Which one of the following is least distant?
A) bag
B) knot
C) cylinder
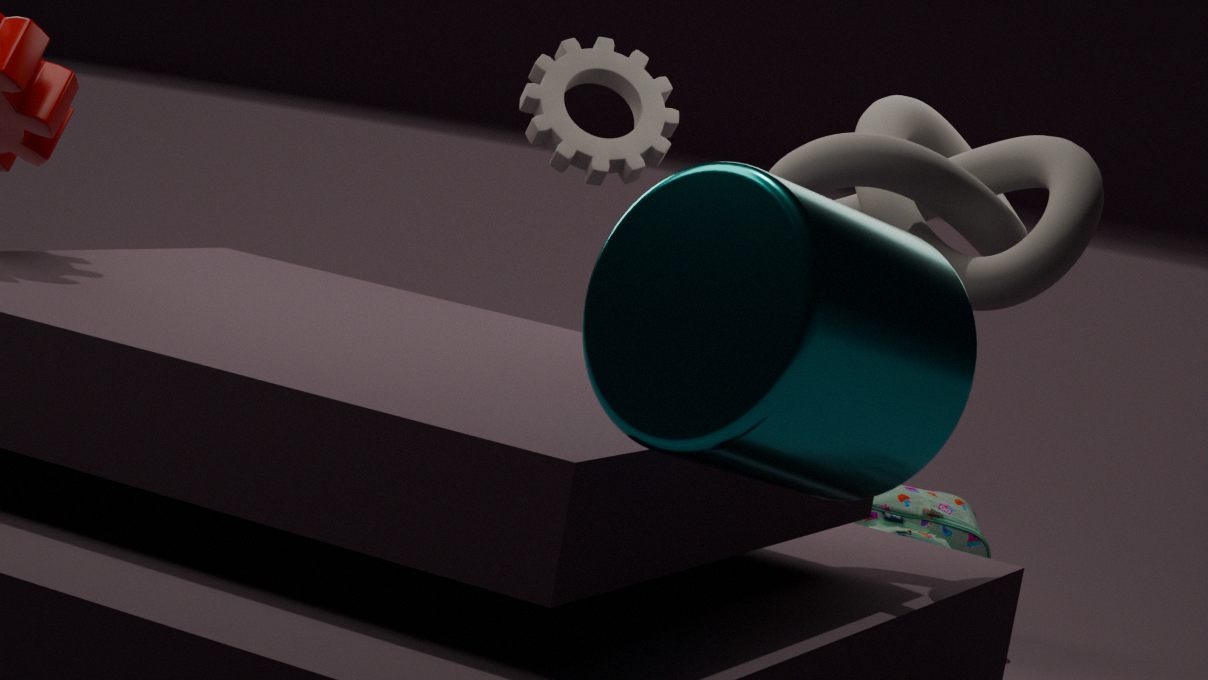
cylinder
